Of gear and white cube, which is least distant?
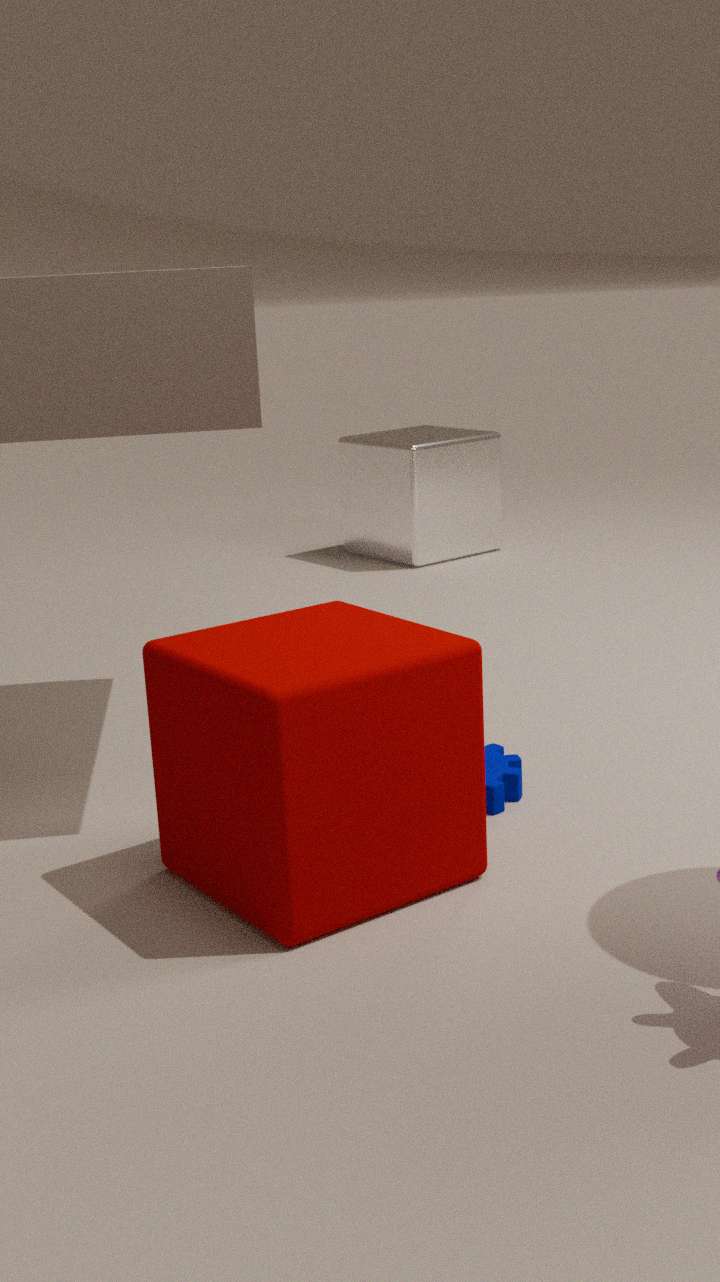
gear
